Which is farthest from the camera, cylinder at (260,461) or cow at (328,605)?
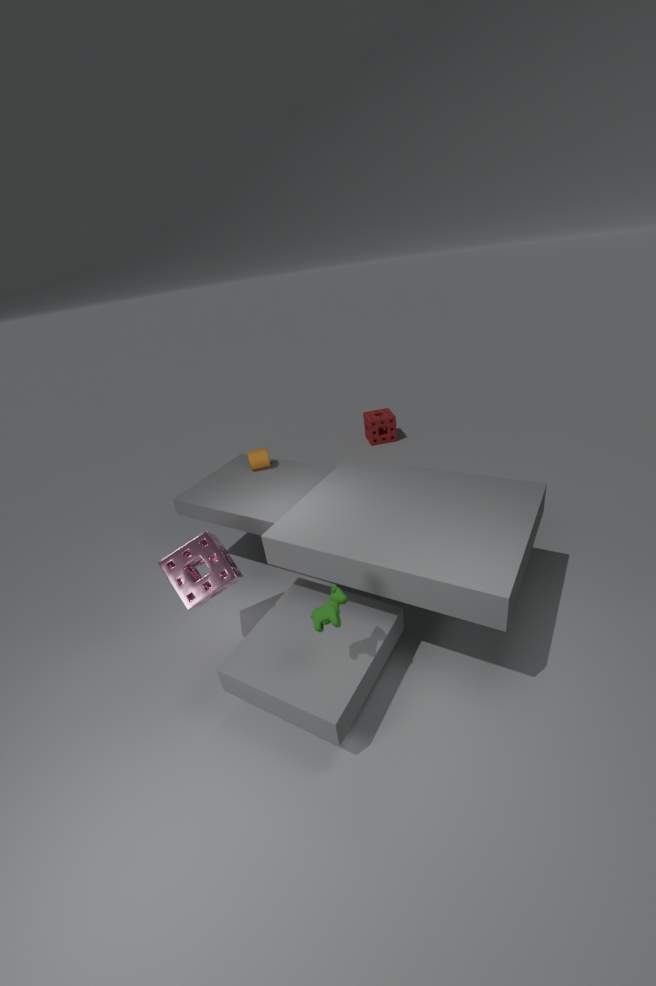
cylinder at (260,461)
